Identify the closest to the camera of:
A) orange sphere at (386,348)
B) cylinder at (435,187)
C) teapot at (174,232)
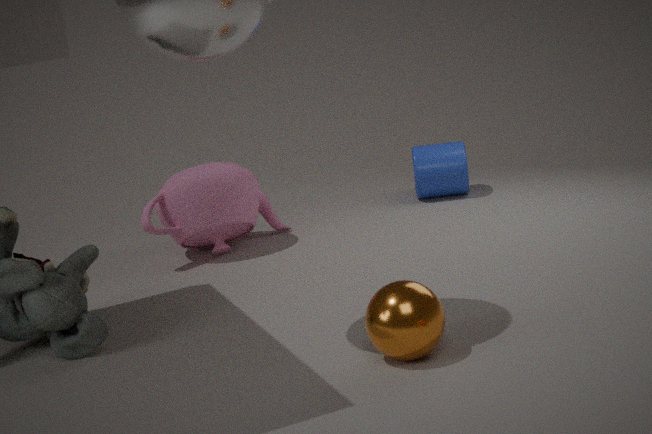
orange sphere at (386,348)
